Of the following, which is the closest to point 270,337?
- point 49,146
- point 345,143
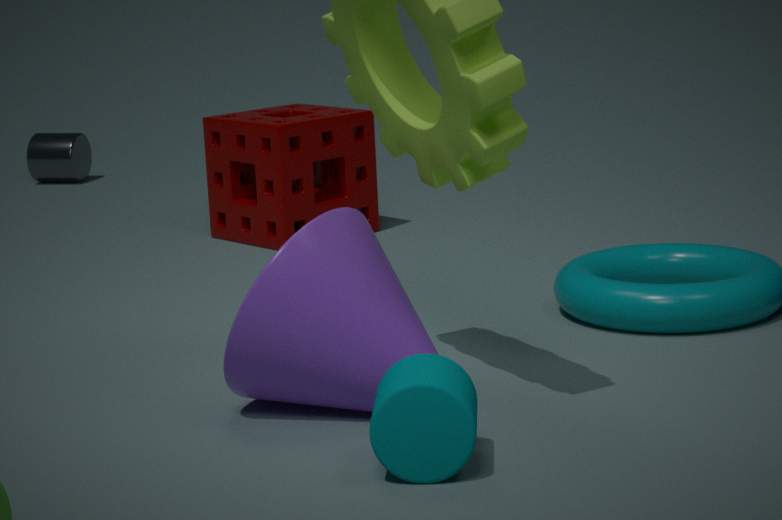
point 345,143
